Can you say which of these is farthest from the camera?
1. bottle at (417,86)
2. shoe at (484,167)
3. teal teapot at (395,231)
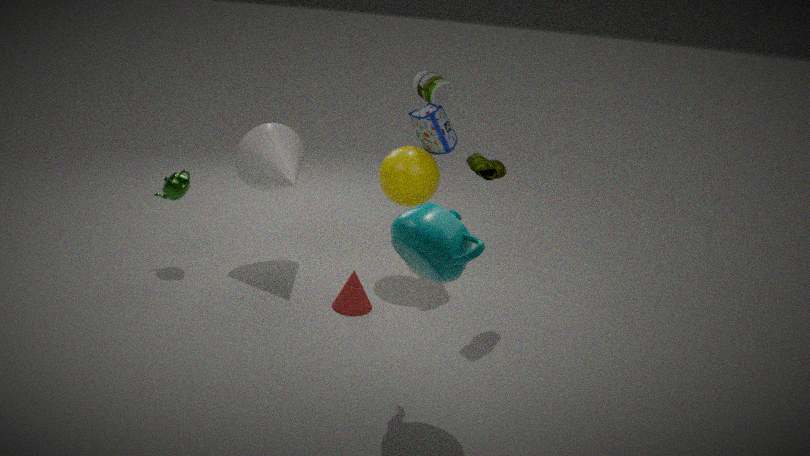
bottle at (417,86)
